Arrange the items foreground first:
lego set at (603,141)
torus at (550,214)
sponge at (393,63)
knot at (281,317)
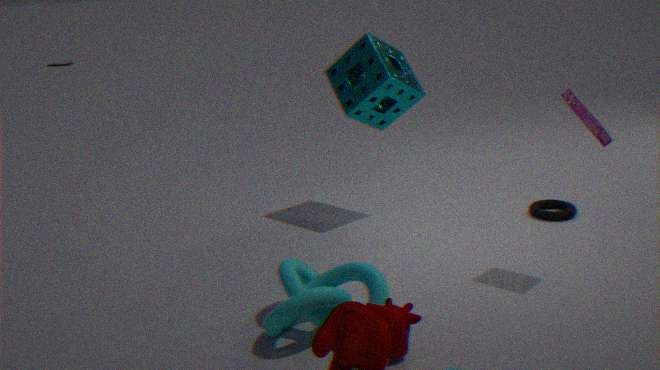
knot at (281,317) < lego set at (603,141) < sponge at (393,63) < torus at (550,214)
